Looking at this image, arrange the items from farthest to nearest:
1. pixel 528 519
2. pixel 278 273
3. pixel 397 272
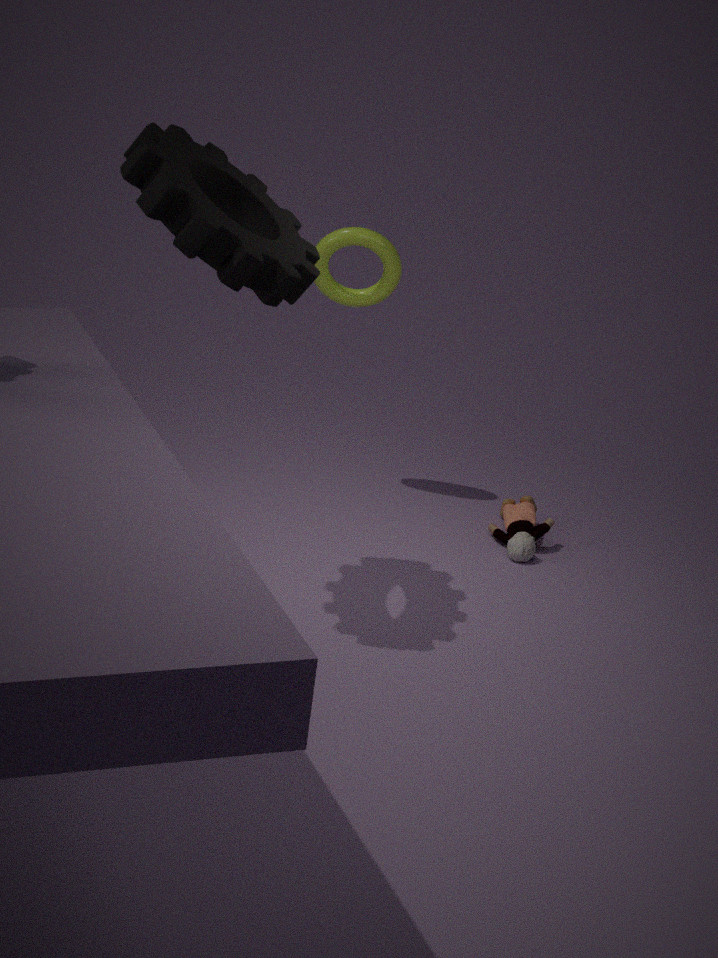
pixel 528 519 < pixel 397 272 < pixel 278 273
